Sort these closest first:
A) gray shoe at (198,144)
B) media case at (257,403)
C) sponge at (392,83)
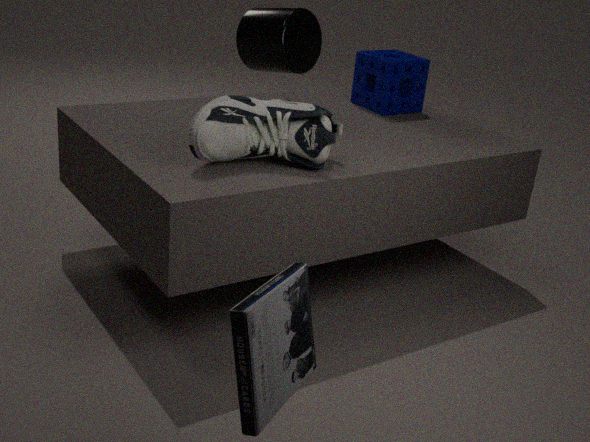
media case at (257,403) < gray shoe at (198,144) < sponge at (392,83)
